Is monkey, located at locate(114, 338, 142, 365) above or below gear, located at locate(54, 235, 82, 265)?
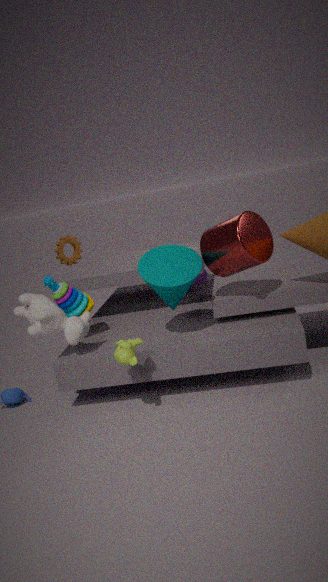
below
